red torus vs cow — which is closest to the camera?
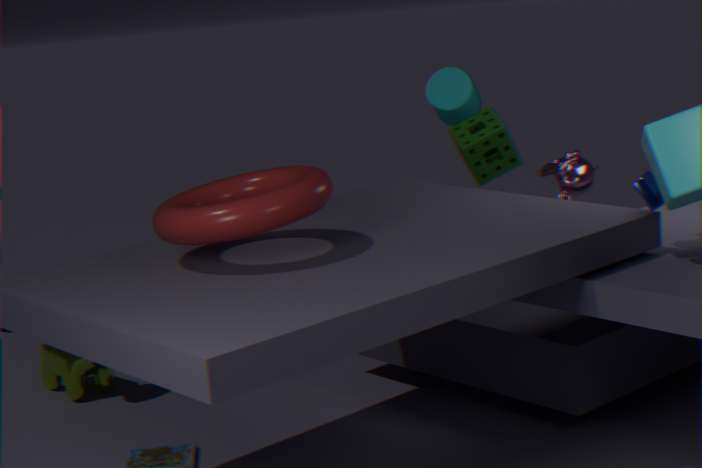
red torus
